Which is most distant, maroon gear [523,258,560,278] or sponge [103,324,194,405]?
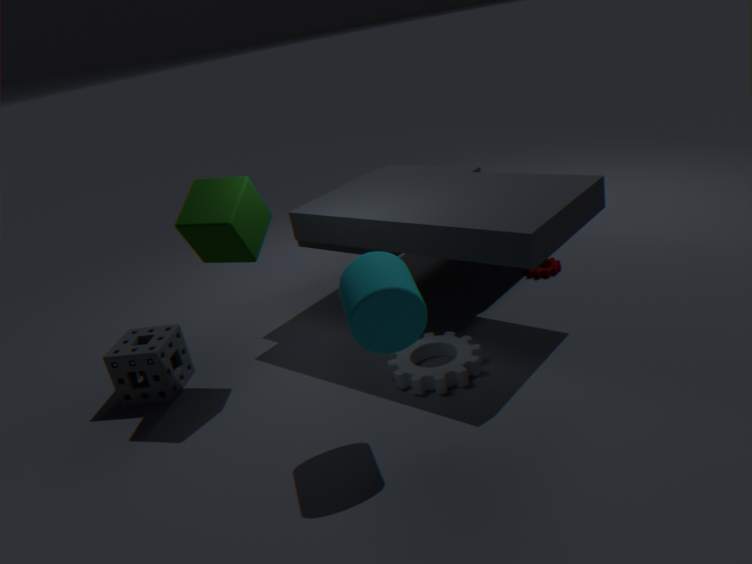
maroon gear [523,258,560,278]
